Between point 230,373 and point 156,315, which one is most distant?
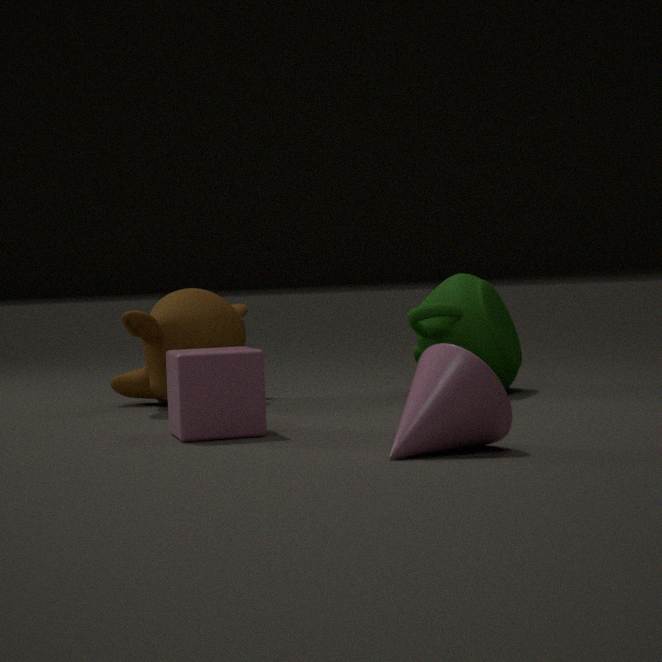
point 156,315
